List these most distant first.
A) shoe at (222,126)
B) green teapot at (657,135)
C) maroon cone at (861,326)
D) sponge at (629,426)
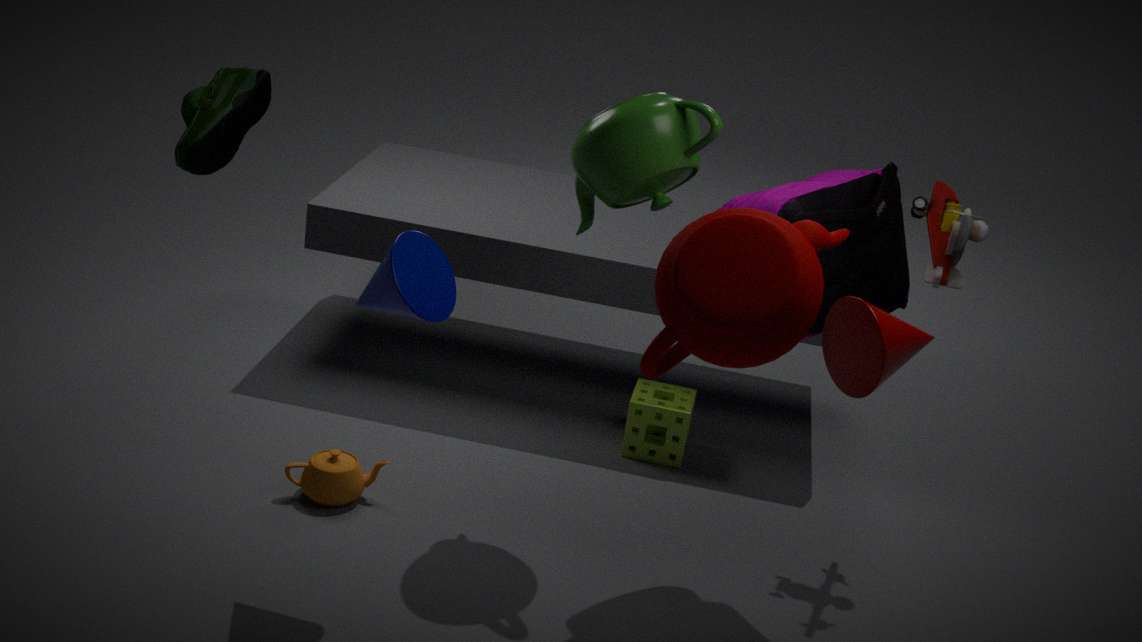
sponge at (629,426), green teapot at (657,135), maroon cone at (861,326), shoe at (222,126)
